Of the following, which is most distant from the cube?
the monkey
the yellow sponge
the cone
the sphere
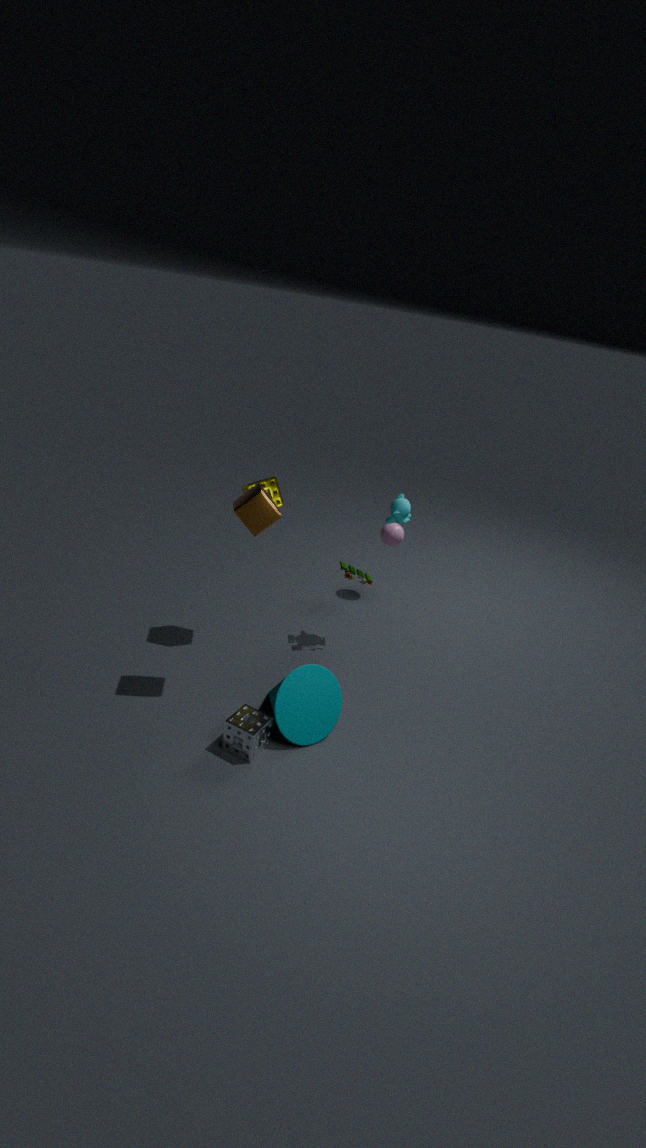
the sphere
